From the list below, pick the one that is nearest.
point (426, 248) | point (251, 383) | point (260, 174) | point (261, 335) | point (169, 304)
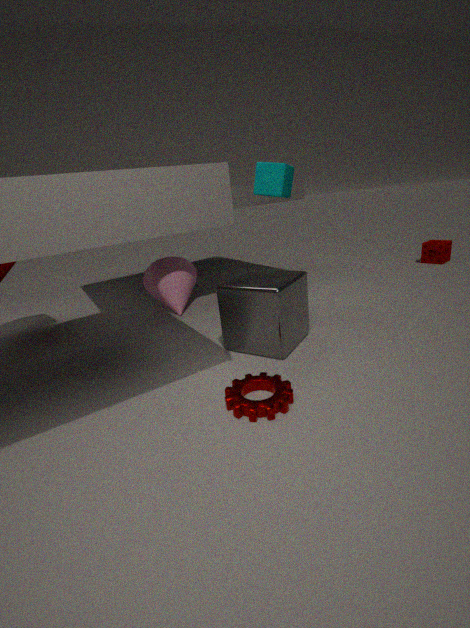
point (251, 383)
